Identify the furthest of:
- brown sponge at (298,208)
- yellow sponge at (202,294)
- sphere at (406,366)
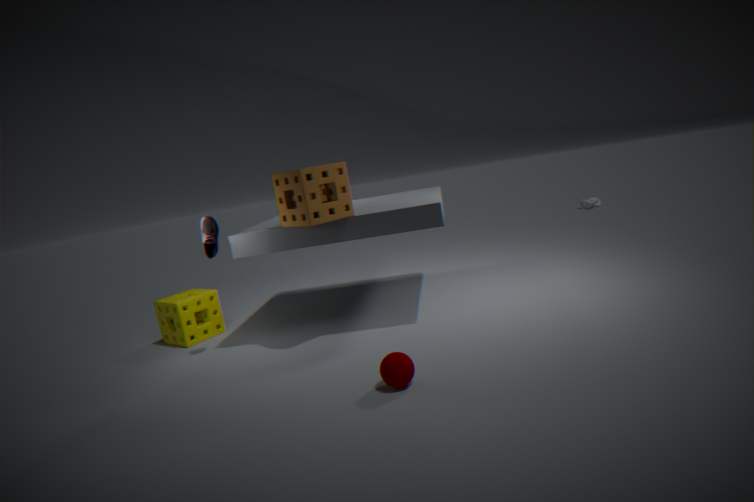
yellow sponge at (202,294)
